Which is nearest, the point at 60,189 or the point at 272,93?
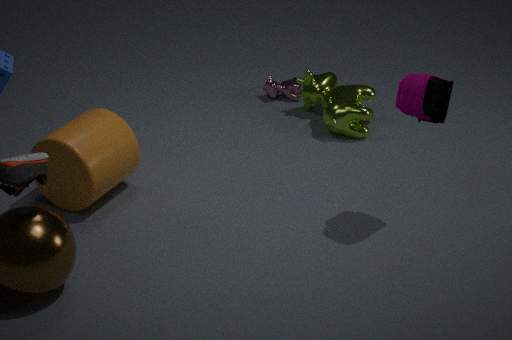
the point at 60,189
